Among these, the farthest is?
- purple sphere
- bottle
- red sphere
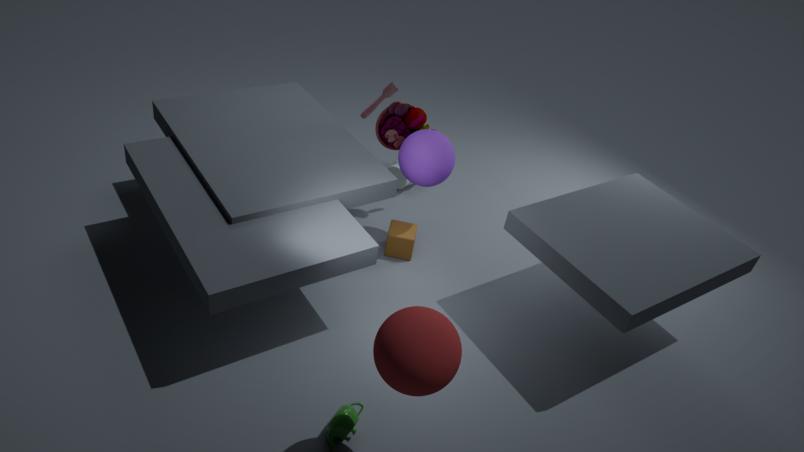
bottle
